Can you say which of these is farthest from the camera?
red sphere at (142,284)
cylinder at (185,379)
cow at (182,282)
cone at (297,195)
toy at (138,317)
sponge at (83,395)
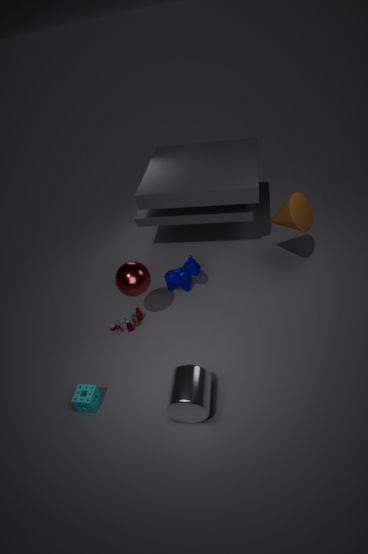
cow at (182,282)
